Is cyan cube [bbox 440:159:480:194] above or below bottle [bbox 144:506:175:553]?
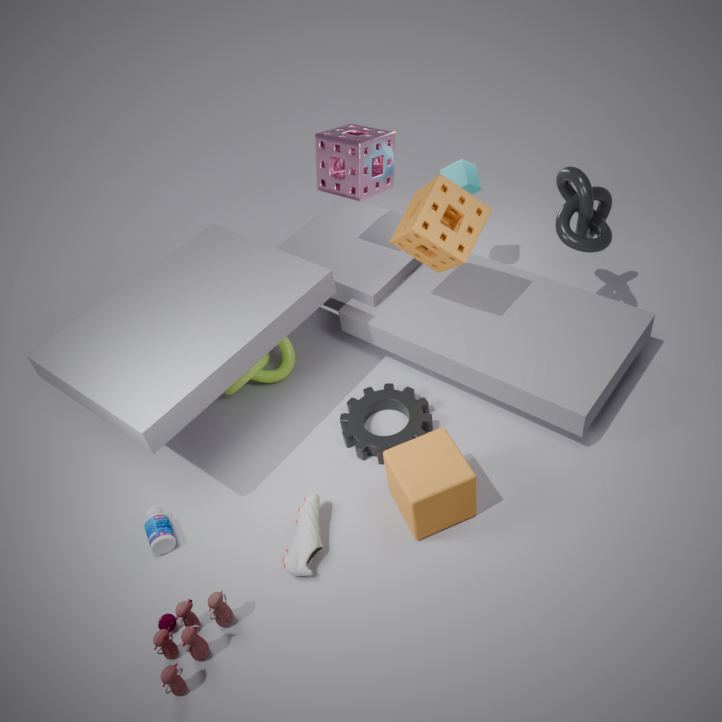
above
